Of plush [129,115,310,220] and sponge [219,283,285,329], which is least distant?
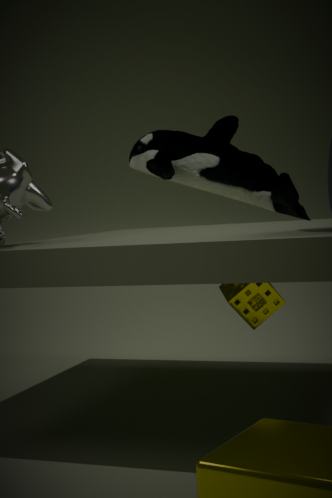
plush [129,115,310,220]
